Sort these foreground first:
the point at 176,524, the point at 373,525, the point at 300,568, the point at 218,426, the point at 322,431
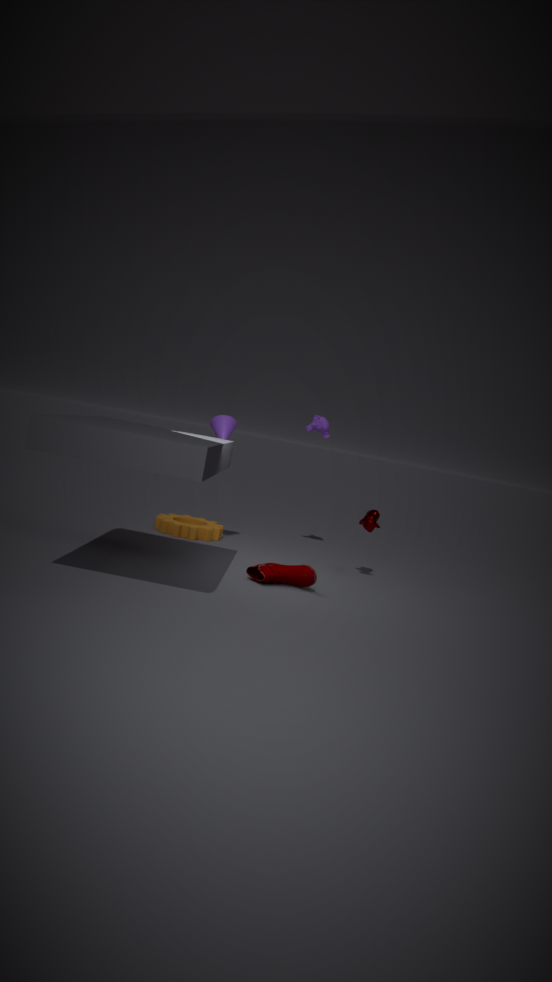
1. the point at 300,568
2. the point at 373,525
3. the point at 176,524
4. the point at 218,426
5. the point at 322,431
